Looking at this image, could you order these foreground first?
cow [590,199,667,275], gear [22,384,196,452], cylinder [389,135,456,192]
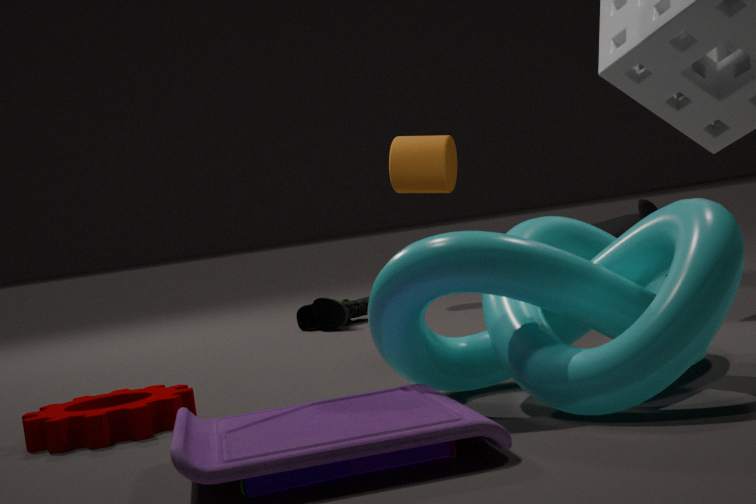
gear [22,384,196,452] → cow [590,199,667,275] → cylinder [389,135,456,192]
